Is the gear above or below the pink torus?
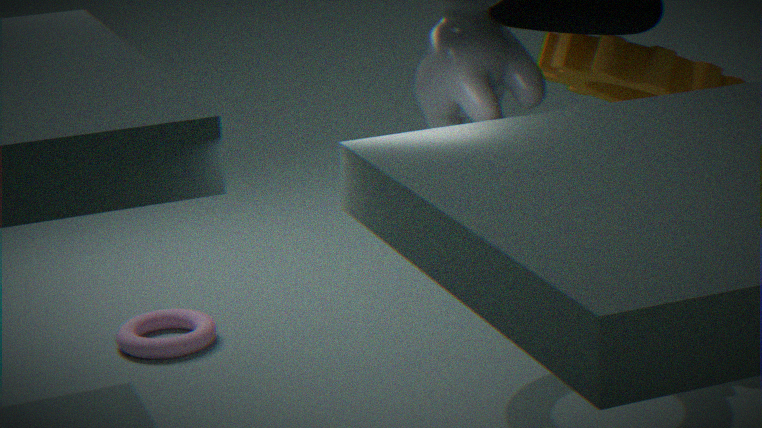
above
